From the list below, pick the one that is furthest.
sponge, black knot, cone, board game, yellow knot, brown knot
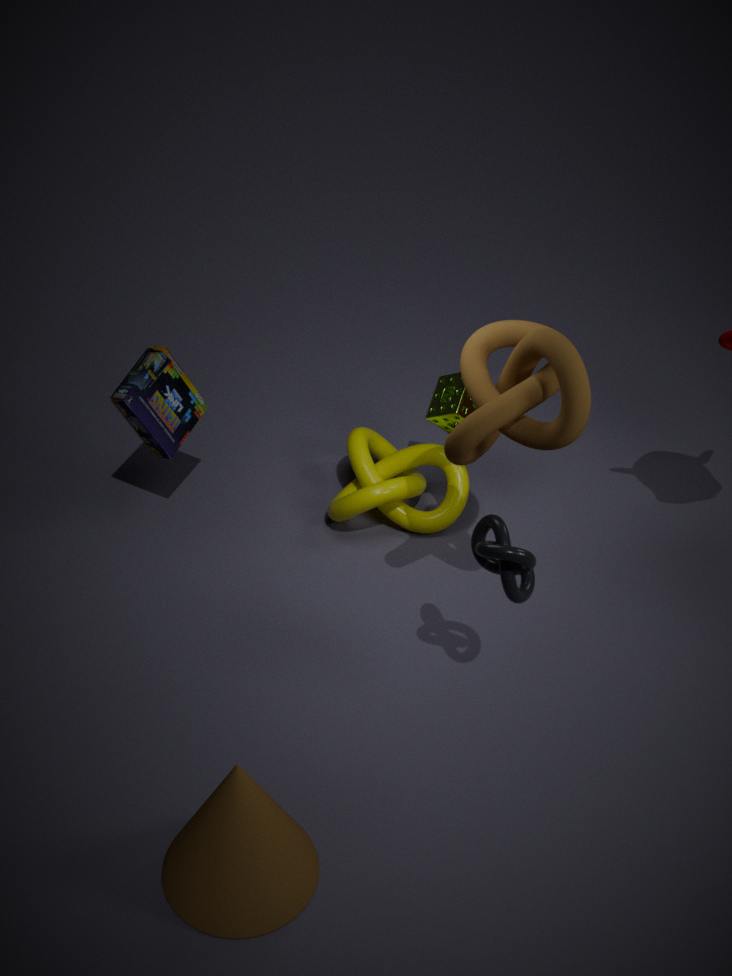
sponge
